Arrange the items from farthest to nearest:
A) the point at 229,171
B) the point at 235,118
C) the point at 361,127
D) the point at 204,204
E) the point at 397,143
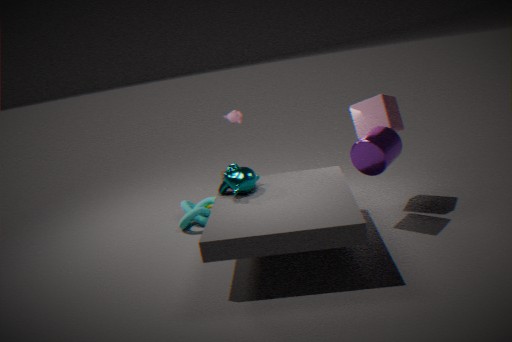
the point at 235,118
the point at 204,204
the point at 361,127
the point at 229,171
the point at 397,143
